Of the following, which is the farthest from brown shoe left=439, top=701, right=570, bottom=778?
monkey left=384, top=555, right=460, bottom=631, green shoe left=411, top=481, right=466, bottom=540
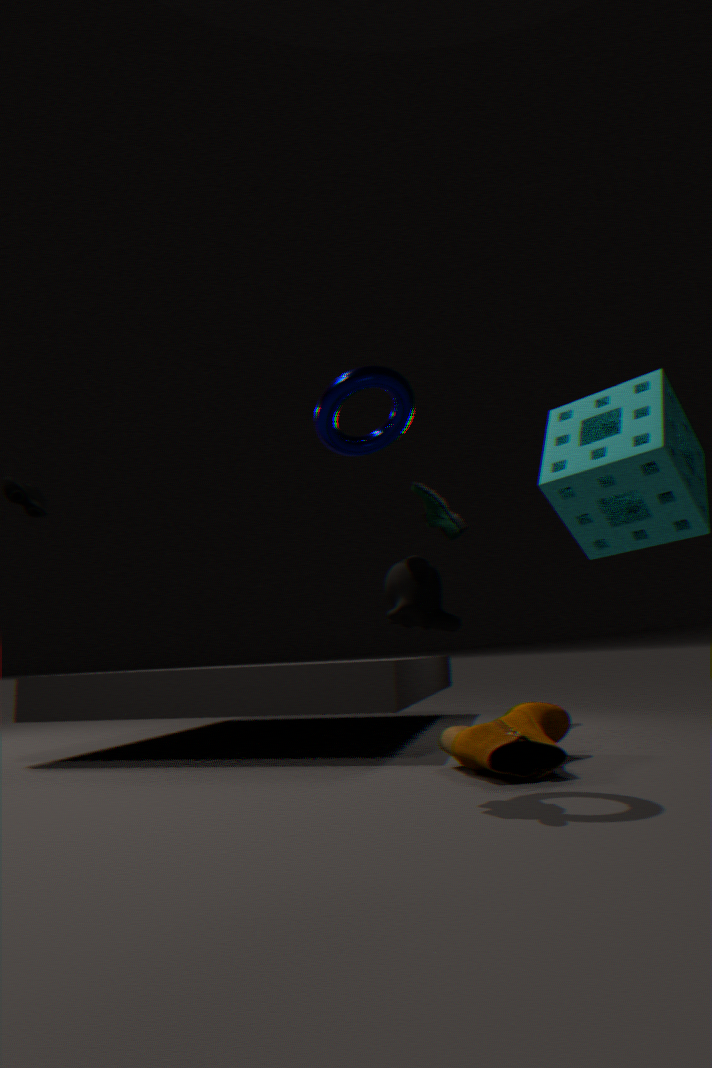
green shoe left=411, top=481, right=466, bottom=540
